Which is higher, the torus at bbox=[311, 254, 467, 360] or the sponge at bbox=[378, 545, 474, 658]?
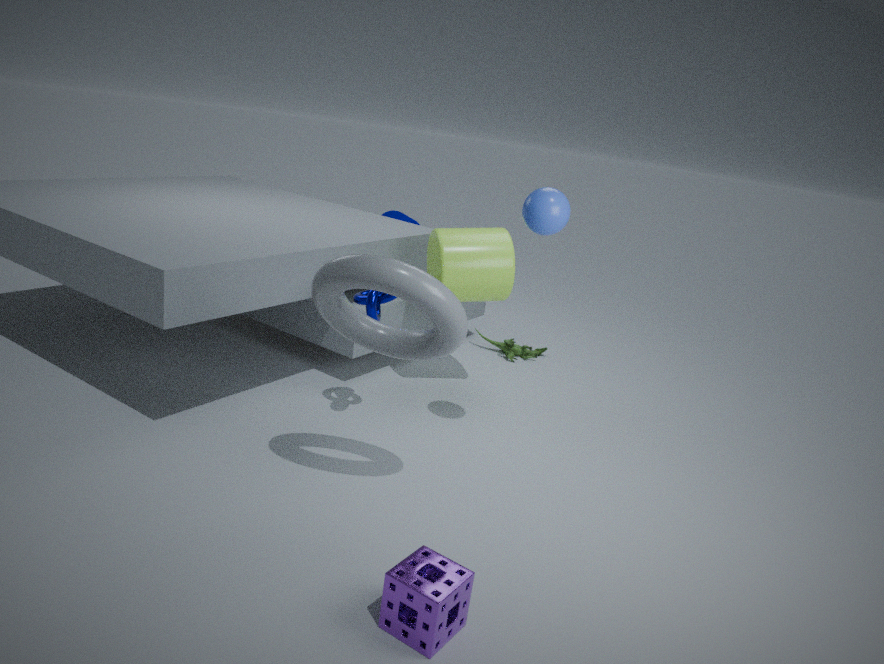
the torus at bbox=[311, 254, 467, 360]
